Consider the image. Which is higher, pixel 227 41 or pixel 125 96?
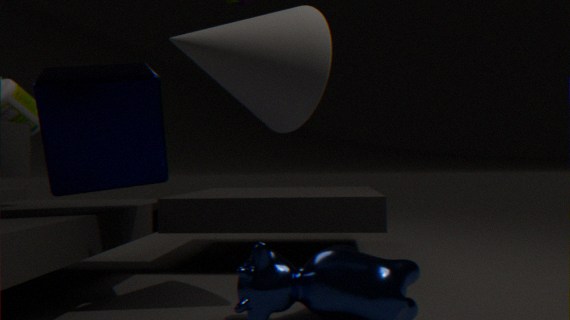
pixel 227 41
